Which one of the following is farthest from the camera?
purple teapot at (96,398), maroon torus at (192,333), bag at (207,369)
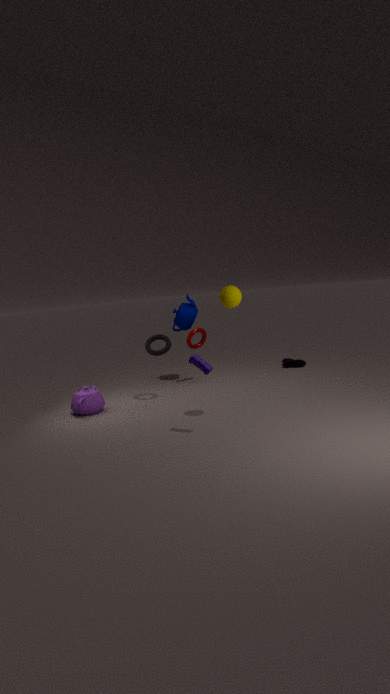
maroon torus at (192,333)
